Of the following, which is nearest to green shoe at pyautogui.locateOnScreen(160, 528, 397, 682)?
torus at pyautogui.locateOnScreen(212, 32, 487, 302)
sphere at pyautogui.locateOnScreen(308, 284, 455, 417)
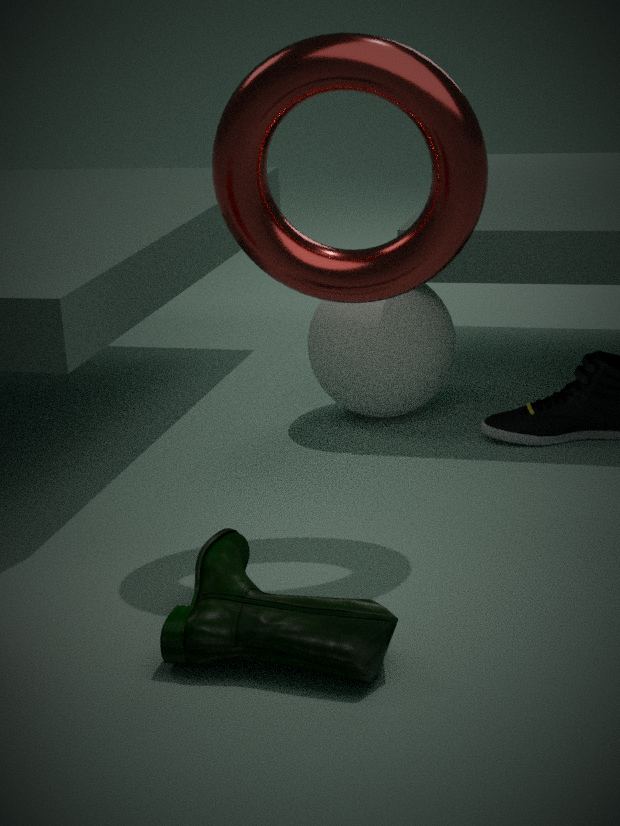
torus at pyautogui.locateOnScreen(212, 32, 487, 302)
